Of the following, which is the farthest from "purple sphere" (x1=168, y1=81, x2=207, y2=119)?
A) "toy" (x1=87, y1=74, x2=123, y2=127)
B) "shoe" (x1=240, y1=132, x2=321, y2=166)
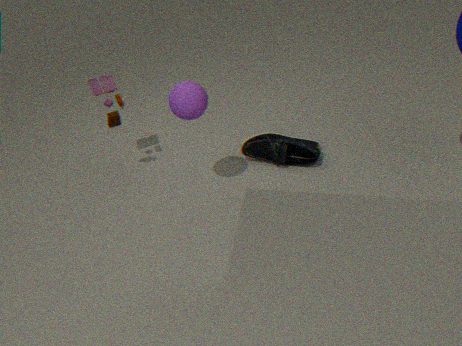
"shoe" (x1=240, y1=132, x2=321, y2=166)
